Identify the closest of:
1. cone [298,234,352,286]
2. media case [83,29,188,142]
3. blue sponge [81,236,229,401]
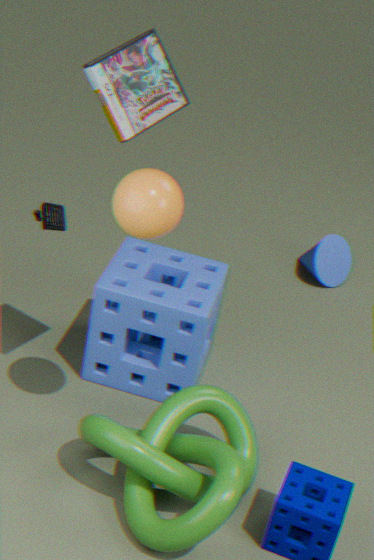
media case [83,29,188,142]
